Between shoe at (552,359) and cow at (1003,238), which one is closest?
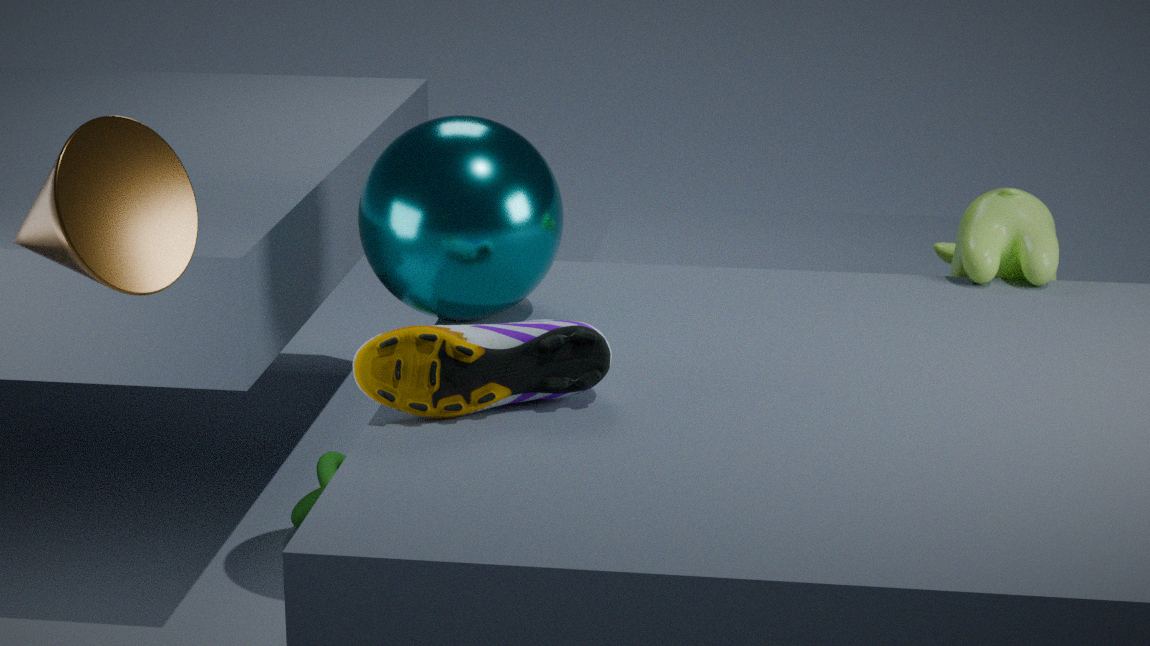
shoe at (552,359)
